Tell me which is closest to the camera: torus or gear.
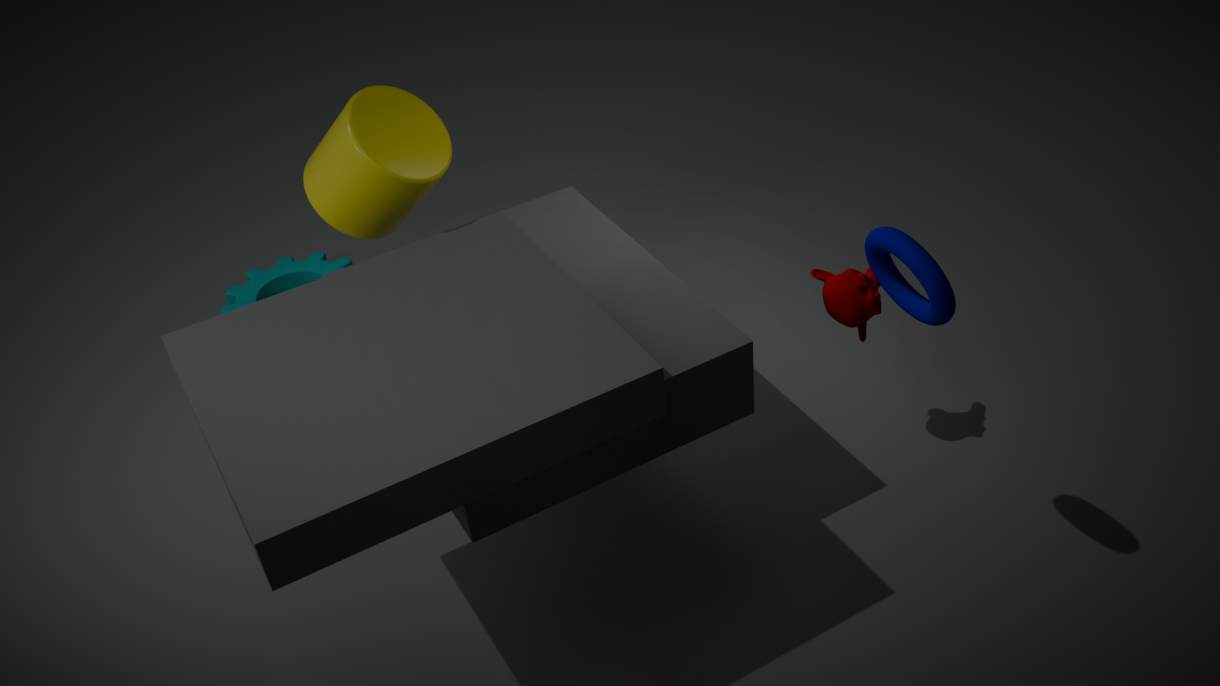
torus
